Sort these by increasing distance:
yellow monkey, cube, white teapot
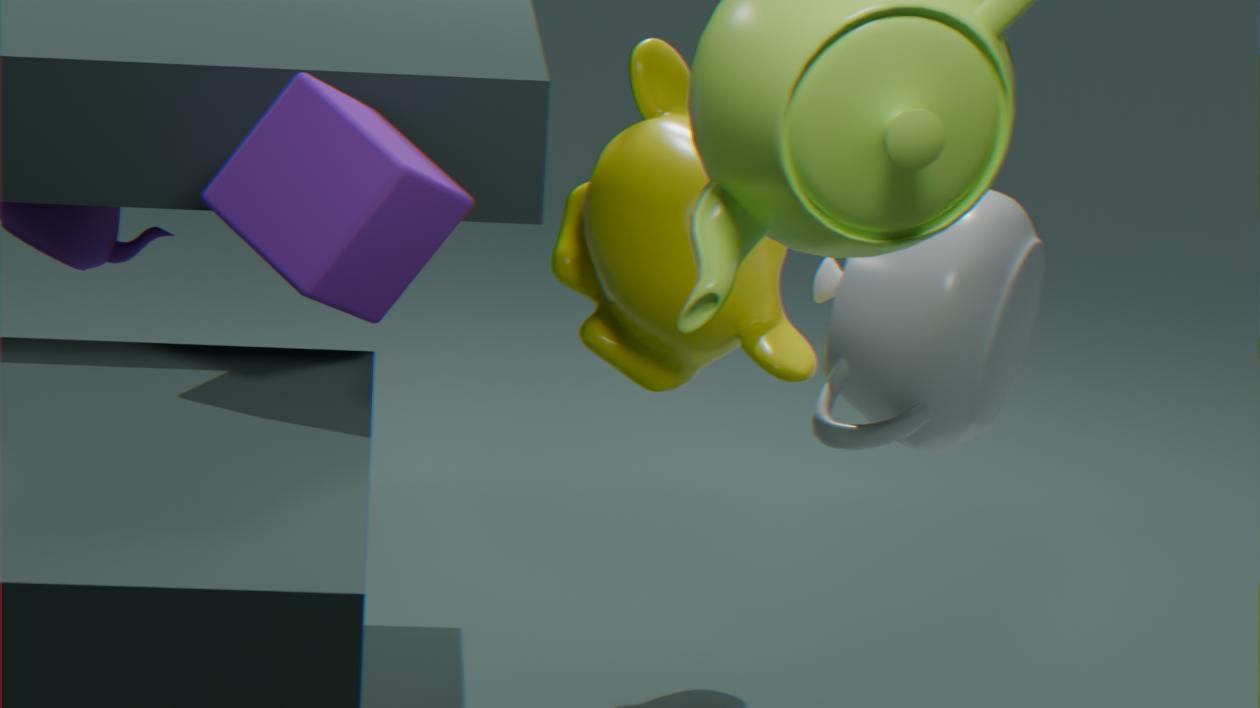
cube, white teapot, yellow monkey
